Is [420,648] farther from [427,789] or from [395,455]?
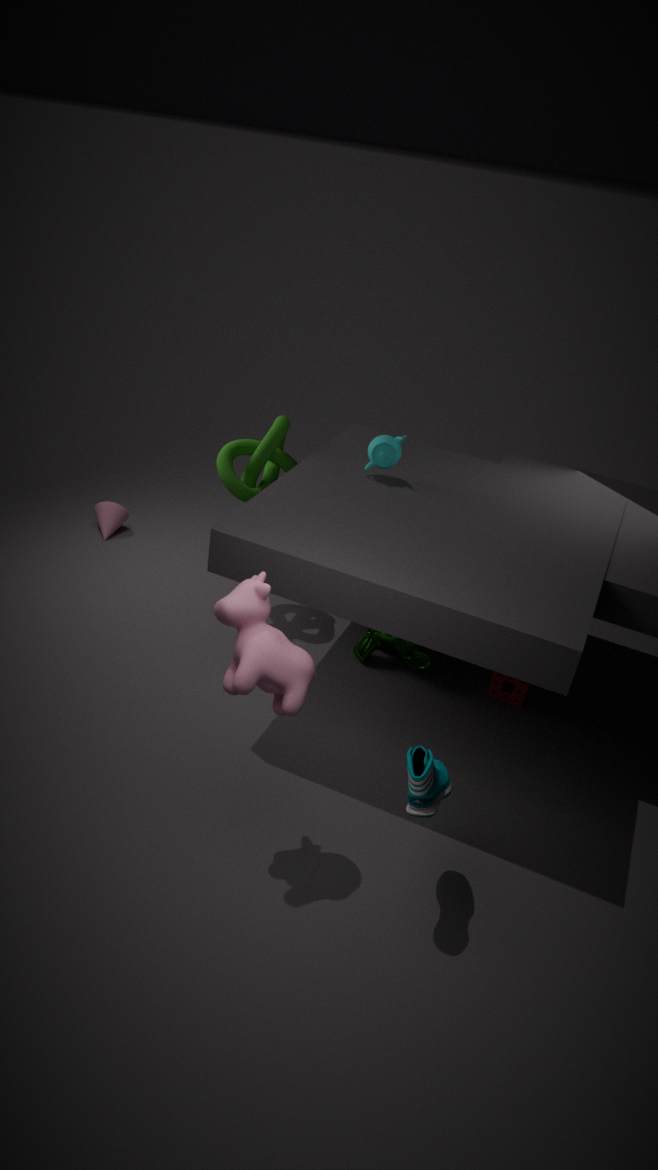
[427,789]
